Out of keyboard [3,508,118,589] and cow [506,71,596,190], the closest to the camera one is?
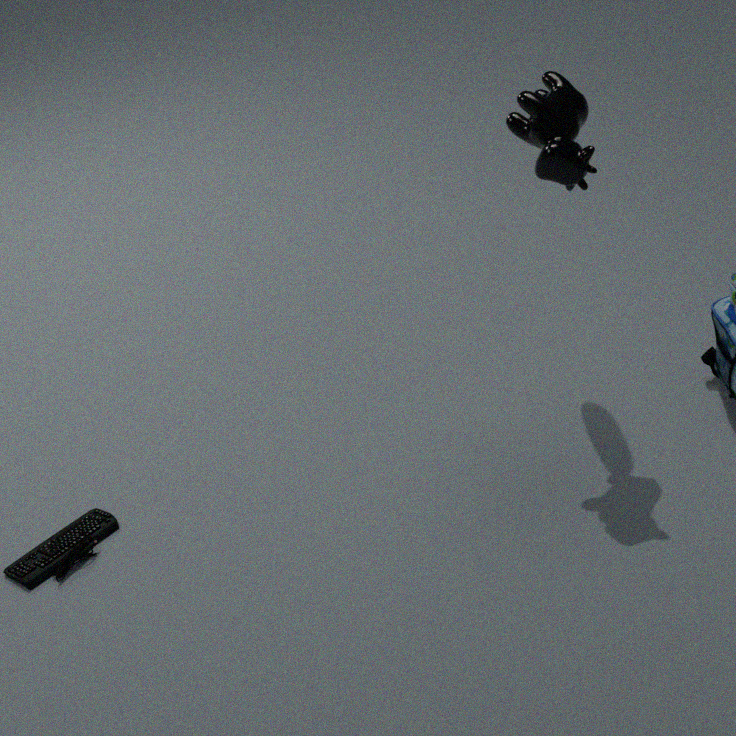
cow [506,71,596,190]
